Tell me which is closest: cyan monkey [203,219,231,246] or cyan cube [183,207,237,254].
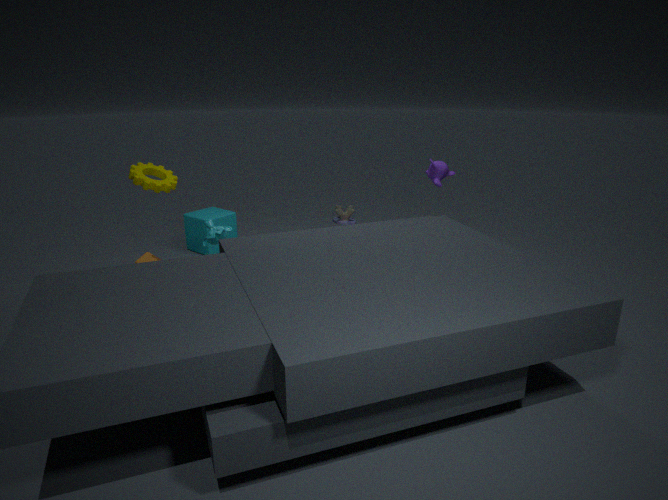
cyan monkey [203,219,231,246]
